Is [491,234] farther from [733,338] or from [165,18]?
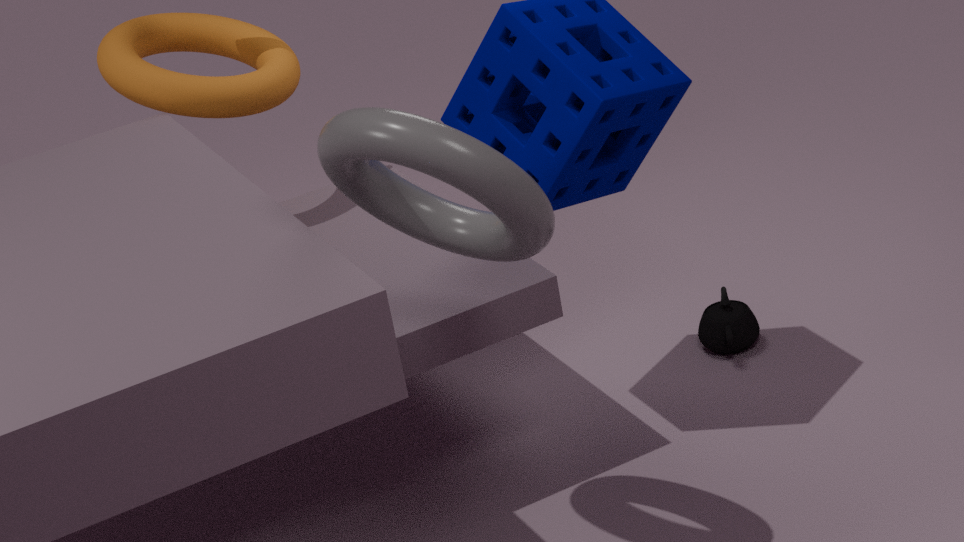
[733,338]
